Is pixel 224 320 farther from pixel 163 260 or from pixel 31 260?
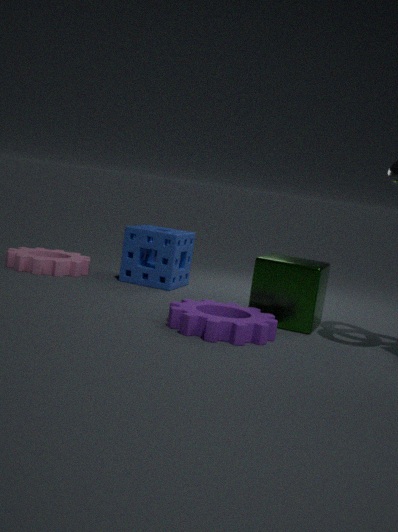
pixel 31 260
